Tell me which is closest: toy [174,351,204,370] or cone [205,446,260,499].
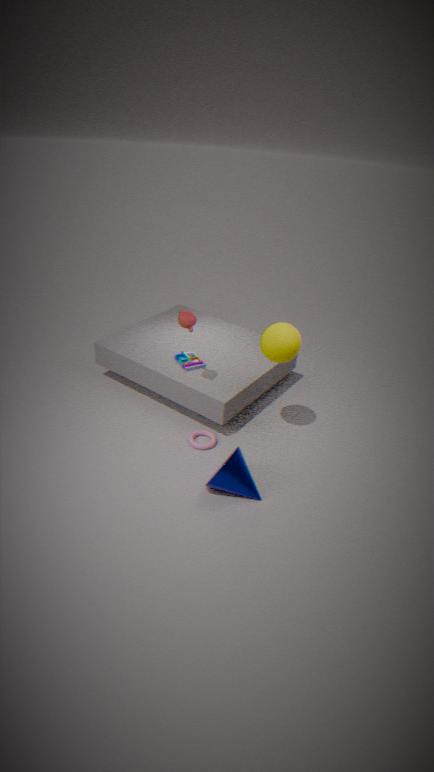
cone [205,446,260,499]
